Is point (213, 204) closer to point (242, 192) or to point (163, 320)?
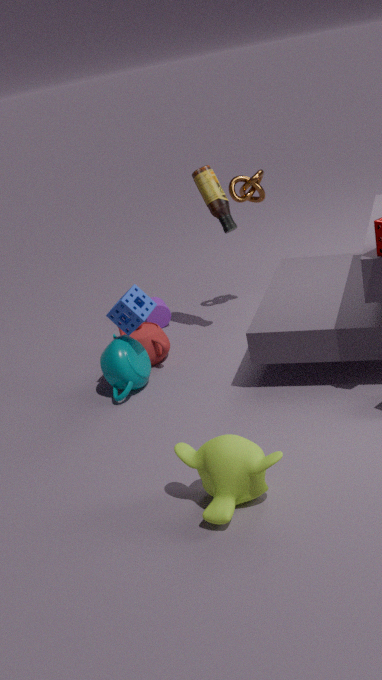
point (242, 192)
